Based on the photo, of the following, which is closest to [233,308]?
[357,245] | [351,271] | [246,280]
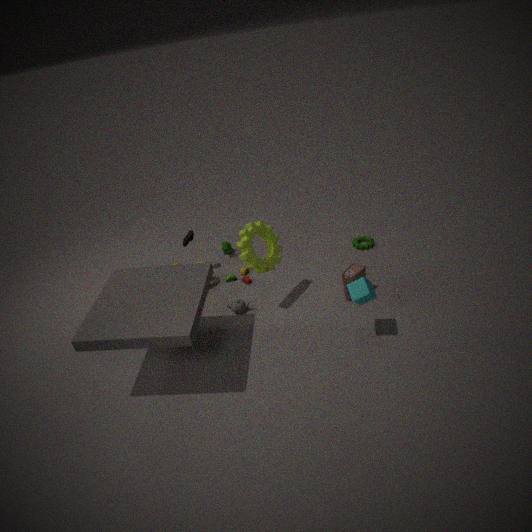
[246,280]
